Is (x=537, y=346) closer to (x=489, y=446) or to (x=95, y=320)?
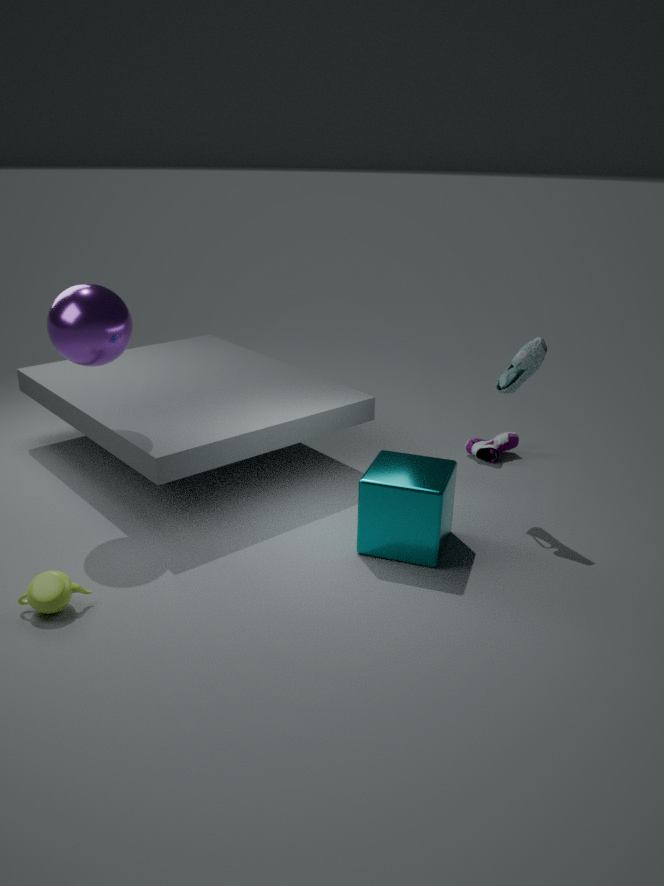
(x=489, y=446)
